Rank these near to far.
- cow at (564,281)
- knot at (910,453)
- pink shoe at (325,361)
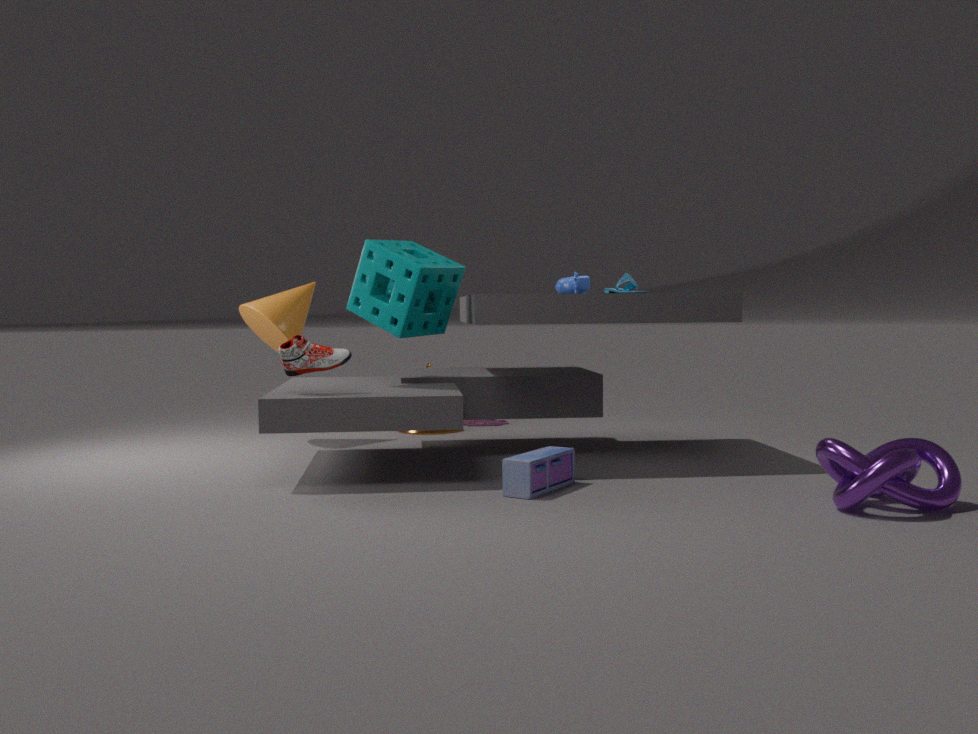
knot at (910,453), pink shoe at (325,361), cow at (564,281)
